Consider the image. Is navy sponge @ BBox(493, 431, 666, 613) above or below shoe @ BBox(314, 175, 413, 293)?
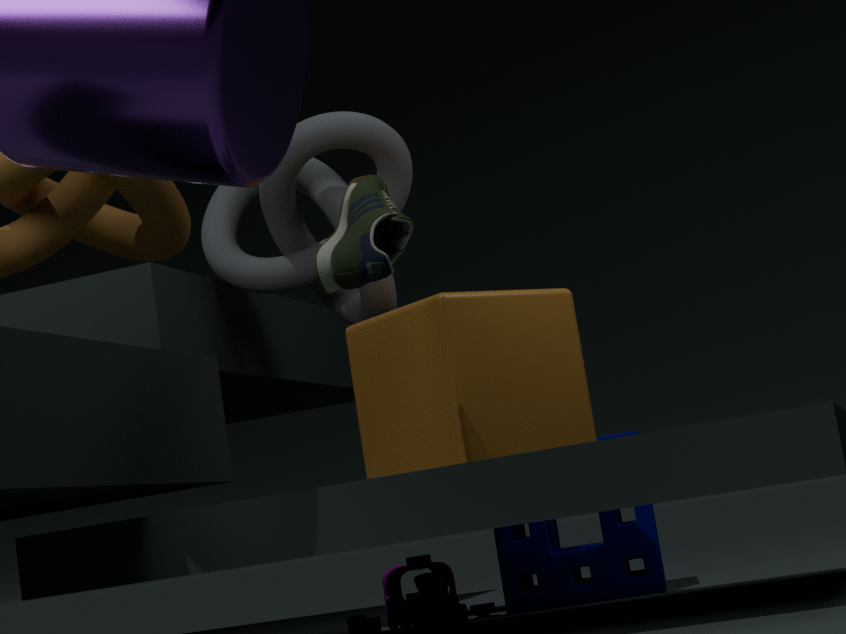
below
